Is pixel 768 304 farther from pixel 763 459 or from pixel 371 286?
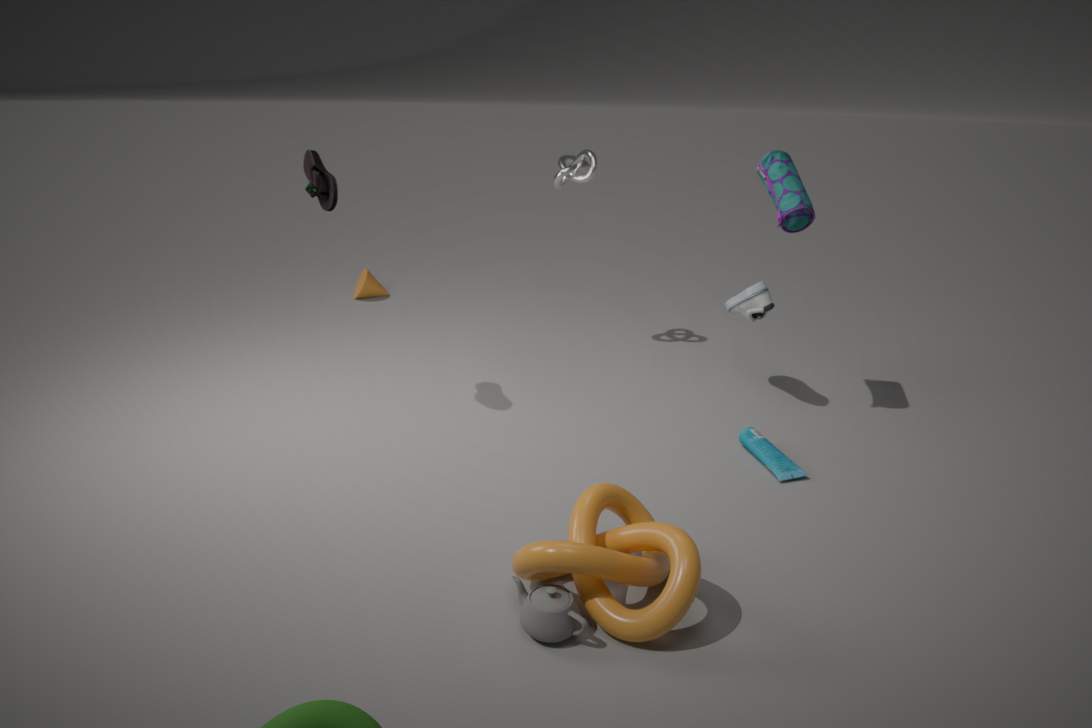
pixel 371 286
